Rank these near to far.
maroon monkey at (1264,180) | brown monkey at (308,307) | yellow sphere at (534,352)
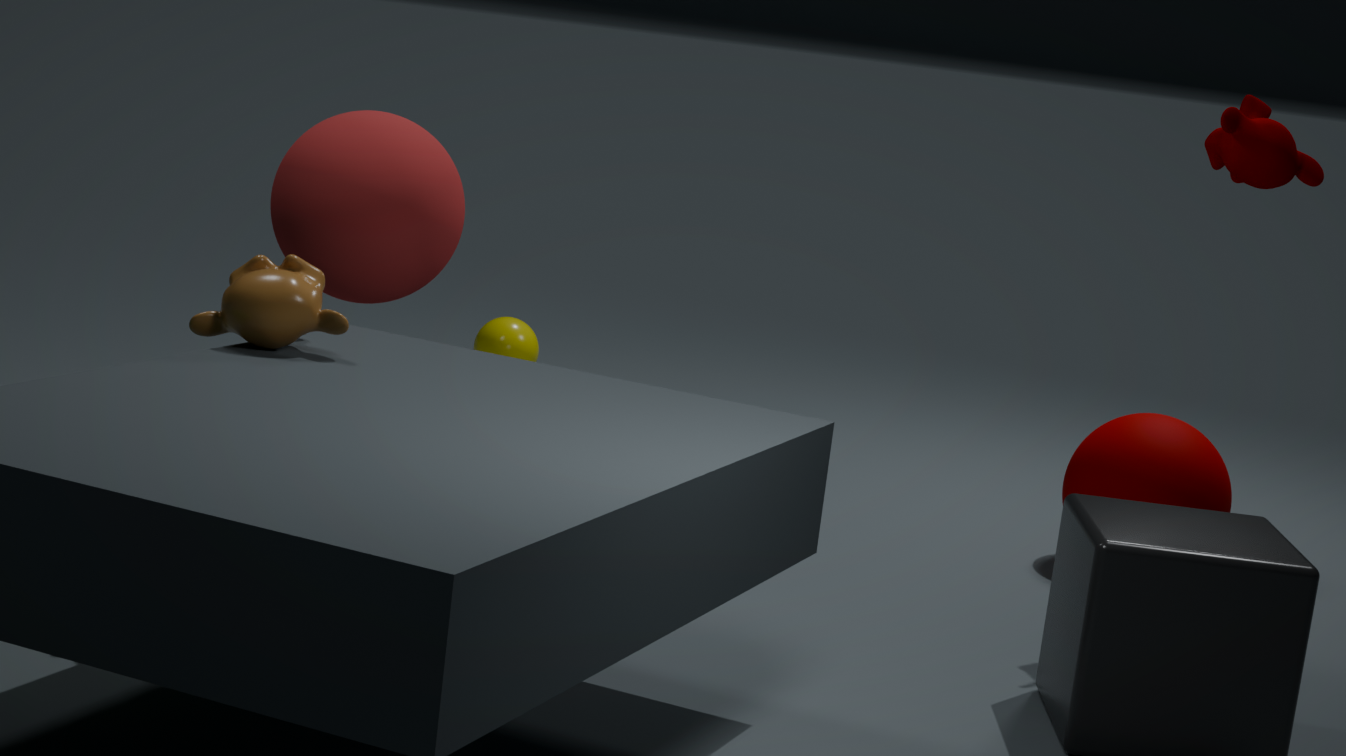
brown monkey at (308,307) < maroon monkey at (1264,180) < yellow sphere at (534,352)
